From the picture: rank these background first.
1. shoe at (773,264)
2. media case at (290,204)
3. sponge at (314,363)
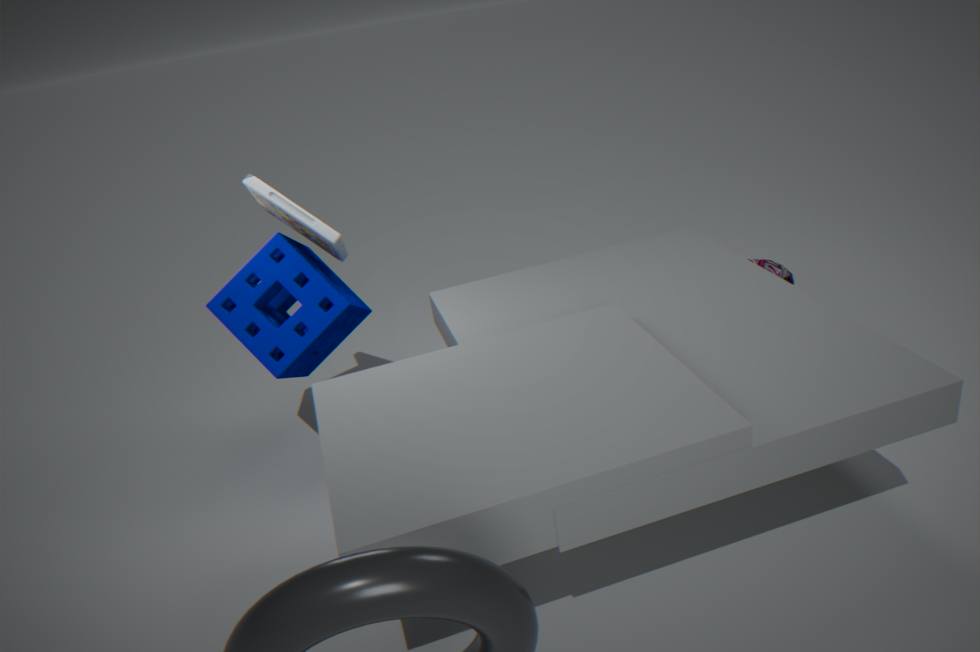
1. shoe at (773,264)
2. sponge at (314,363)
3. media case at (290,204)
